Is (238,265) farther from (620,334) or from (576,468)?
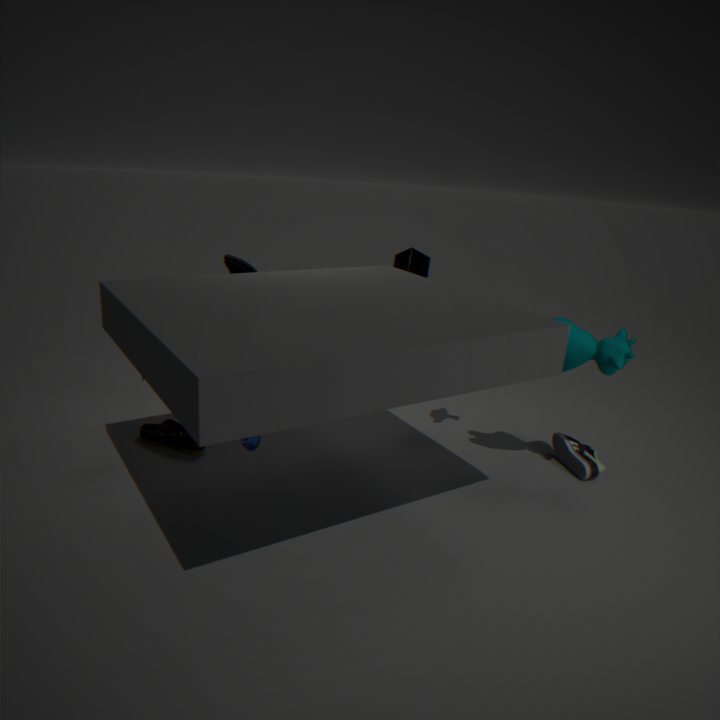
(576,468)
